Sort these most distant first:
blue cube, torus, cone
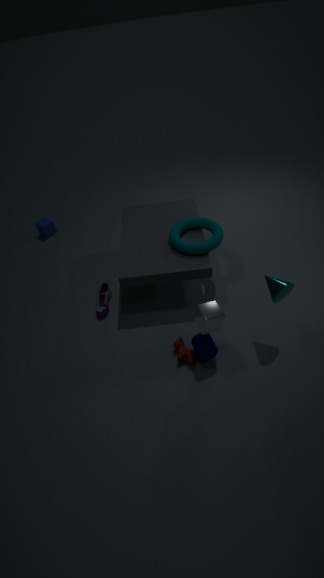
blue cube, torus, cone
